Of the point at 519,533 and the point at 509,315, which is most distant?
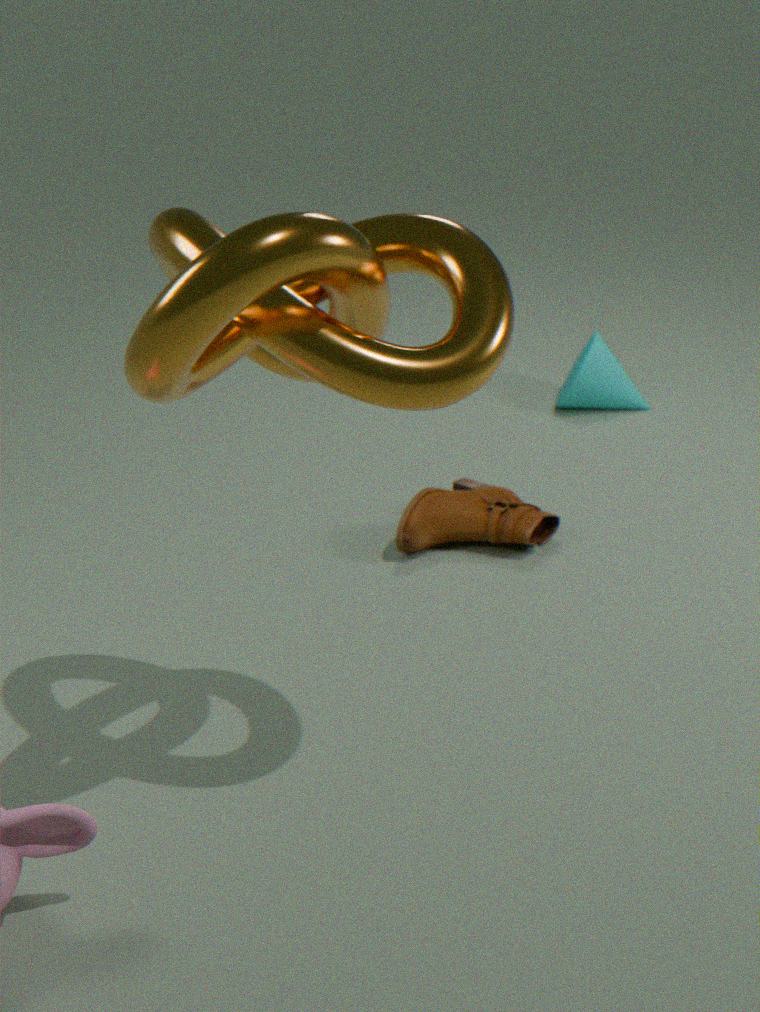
the point at 519,533
